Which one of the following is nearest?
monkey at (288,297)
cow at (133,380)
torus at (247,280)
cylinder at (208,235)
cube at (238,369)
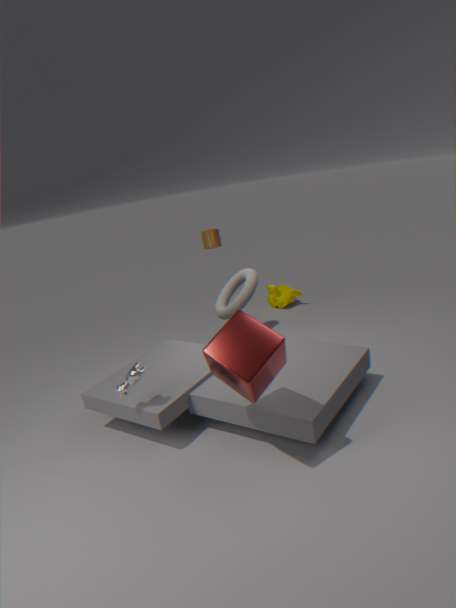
cube at (238,369)
